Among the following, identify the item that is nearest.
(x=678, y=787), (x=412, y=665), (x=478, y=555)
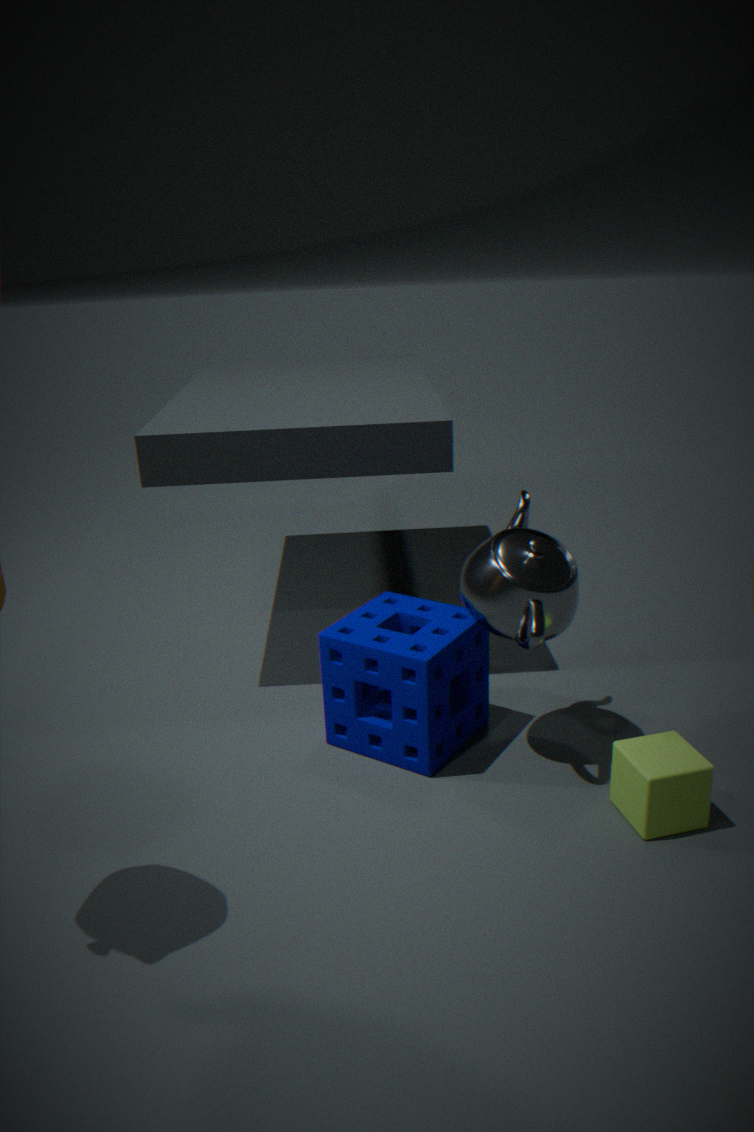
(x=678, y=787)
